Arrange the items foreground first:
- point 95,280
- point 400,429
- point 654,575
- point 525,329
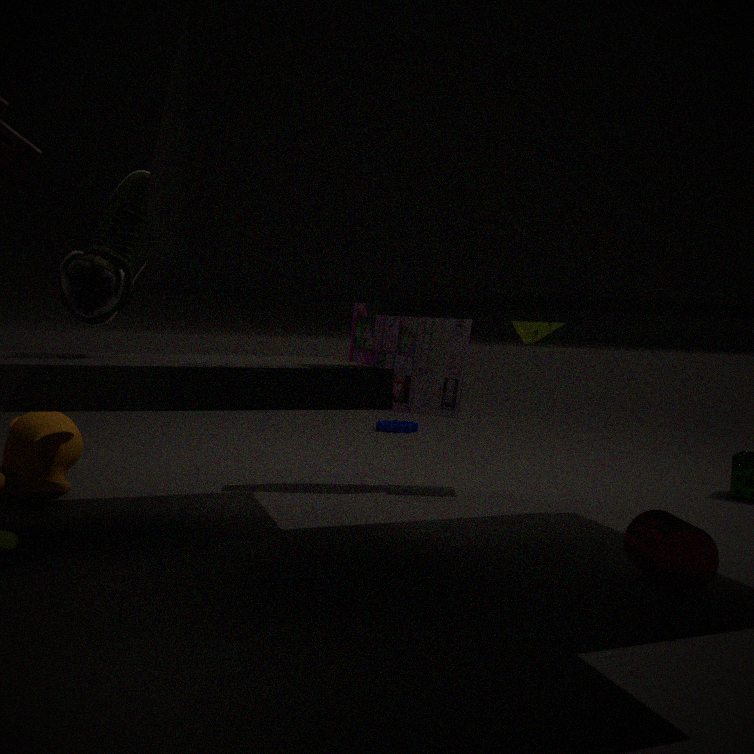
1. point 654,575
2. point 95,280
3. point 525,329
4. point 400,429
